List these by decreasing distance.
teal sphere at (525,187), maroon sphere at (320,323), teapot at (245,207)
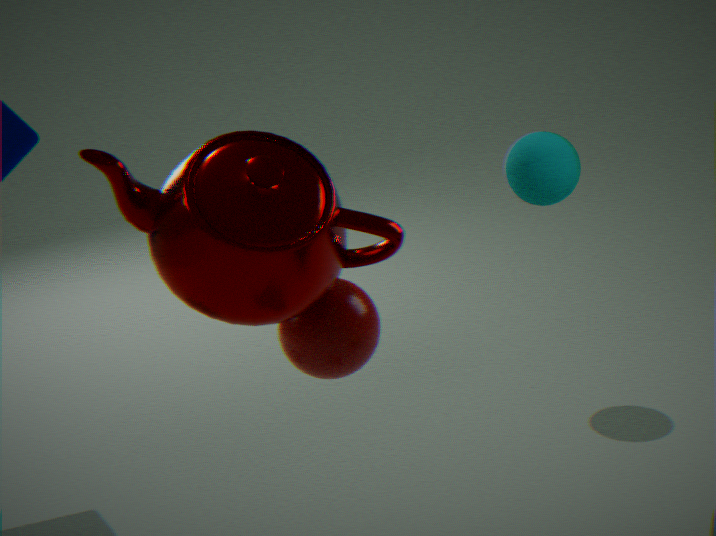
teal sphere at (525,187), maroon sphere at (320,323), teapot at (245,207)
